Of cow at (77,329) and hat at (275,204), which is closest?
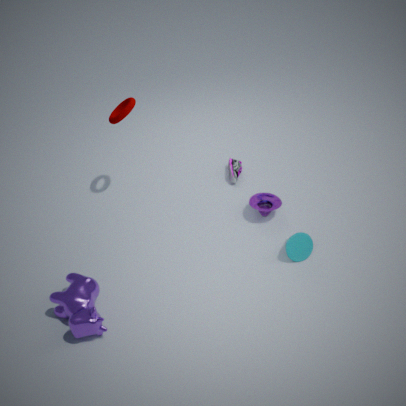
cow at (77,329)
